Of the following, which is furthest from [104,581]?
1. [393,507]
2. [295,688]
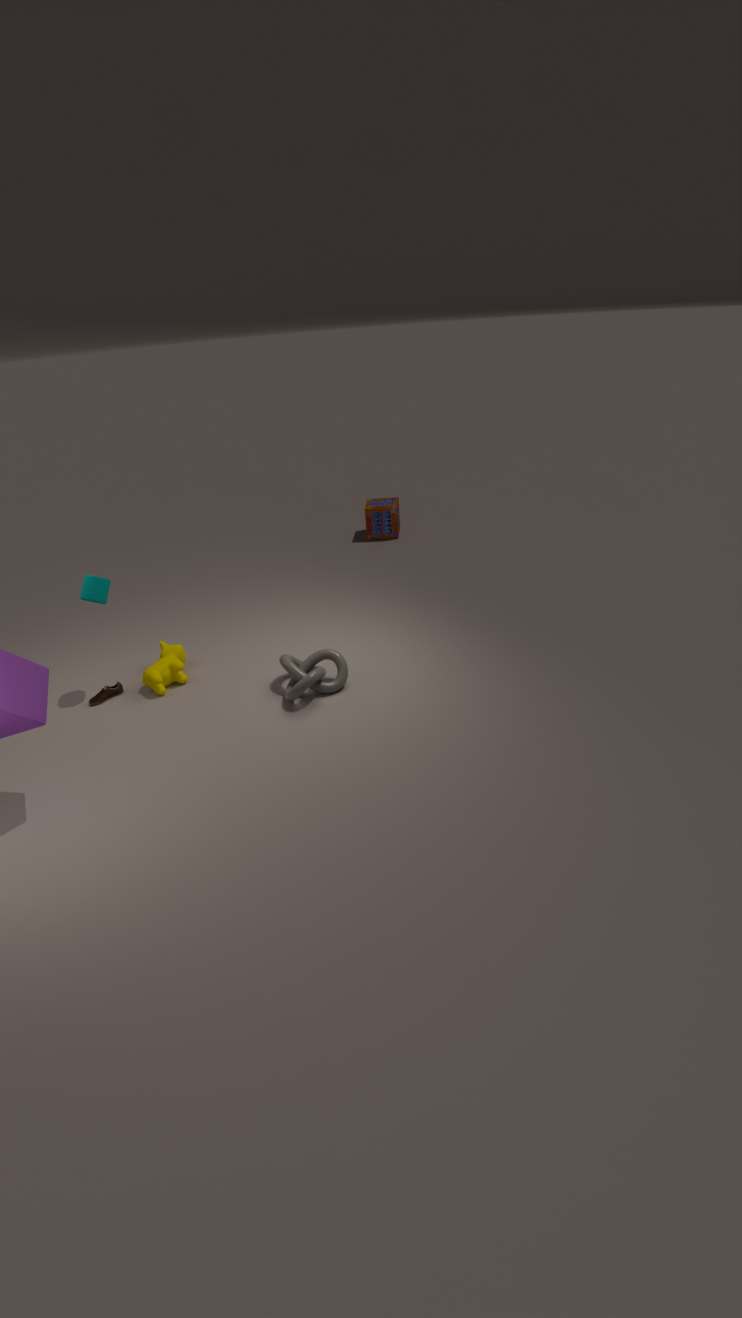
[393,507]
